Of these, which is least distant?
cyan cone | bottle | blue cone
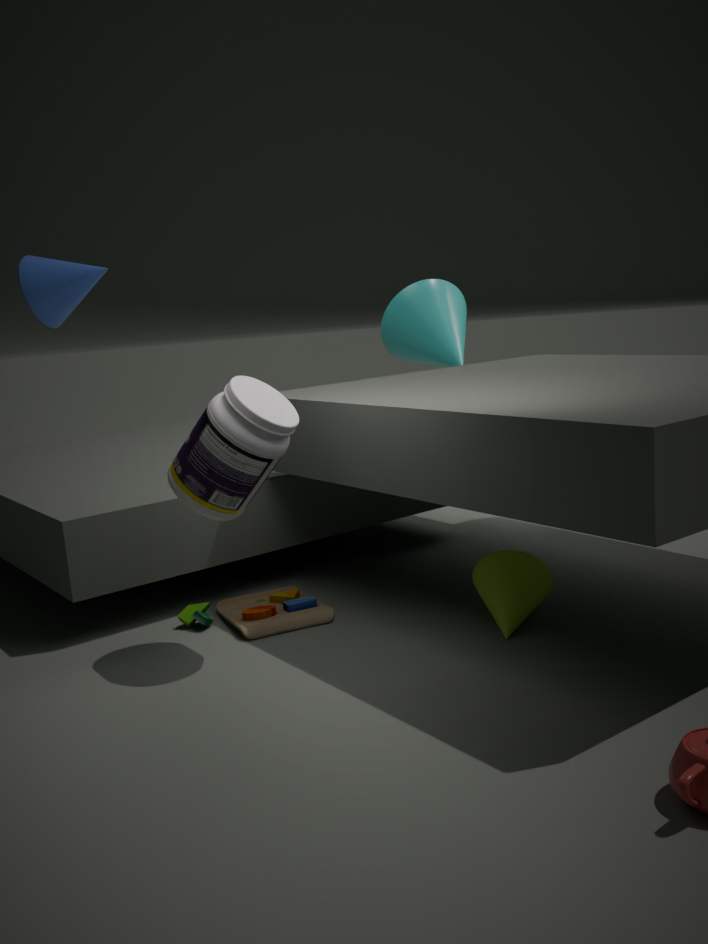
bottle
